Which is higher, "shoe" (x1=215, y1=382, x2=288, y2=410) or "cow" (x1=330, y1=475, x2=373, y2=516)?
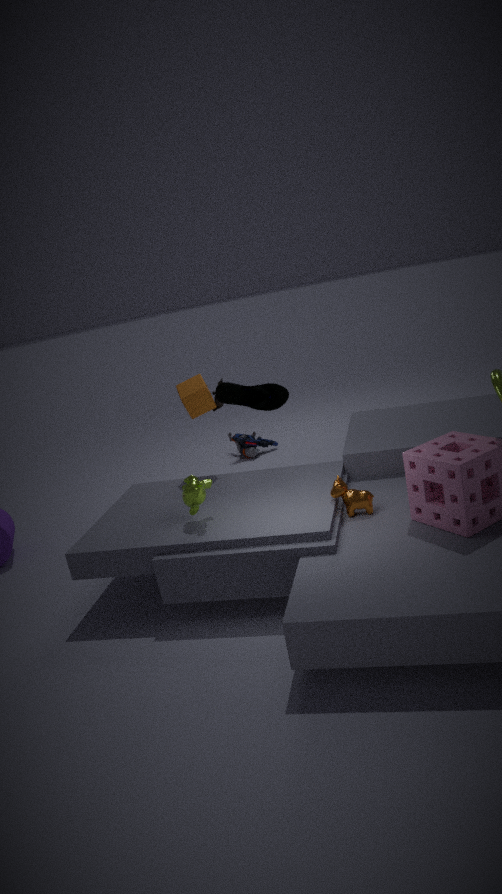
"shoe" (x1=215, y1=382, x2=288, y2=410)
